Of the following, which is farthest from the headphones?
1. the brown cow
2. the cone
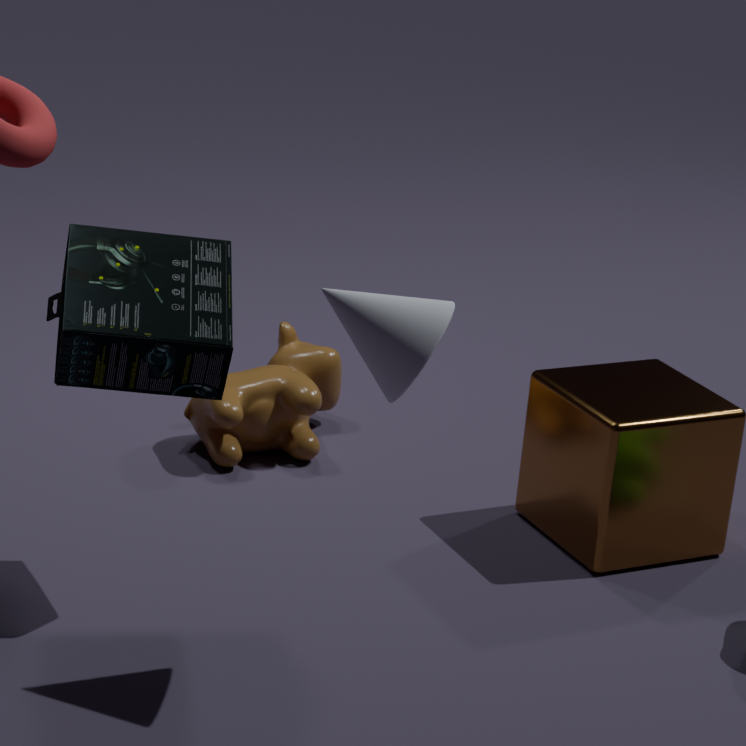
the brown cow
